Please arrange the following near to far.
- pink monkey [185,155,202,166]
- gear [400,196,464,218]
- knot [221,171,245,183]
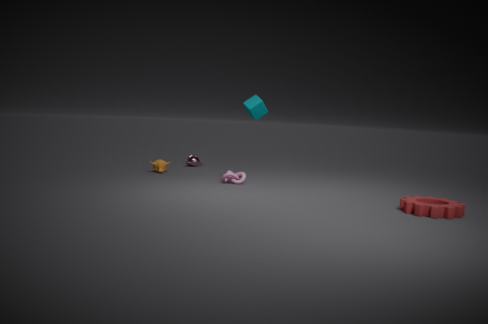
gear [400,196,464,218] → knot [221,171,245,183] → pink monkey [185,155,202,166]
